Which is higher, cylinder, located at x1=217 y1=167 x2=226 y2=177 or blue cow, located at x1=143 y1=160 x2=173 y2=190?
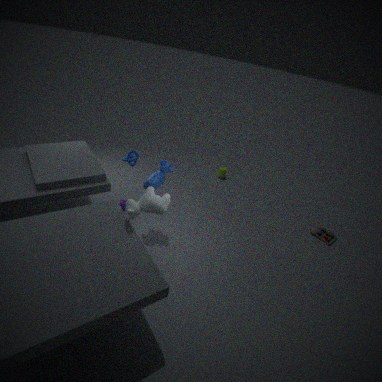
blue cow, located at x1=143 y1=160 x2=173 y2=190
